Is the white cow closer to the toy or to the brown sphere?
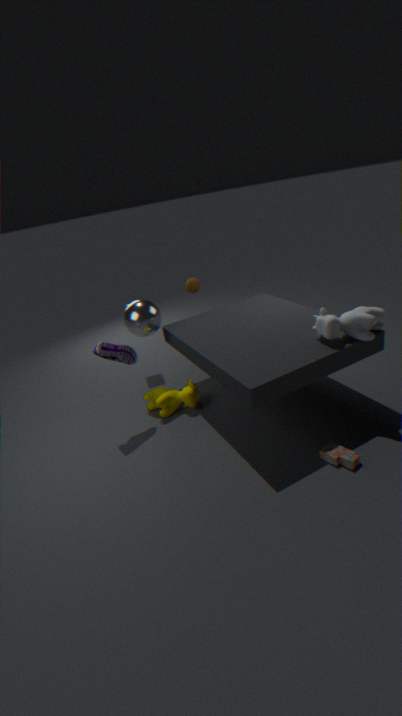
the toy
